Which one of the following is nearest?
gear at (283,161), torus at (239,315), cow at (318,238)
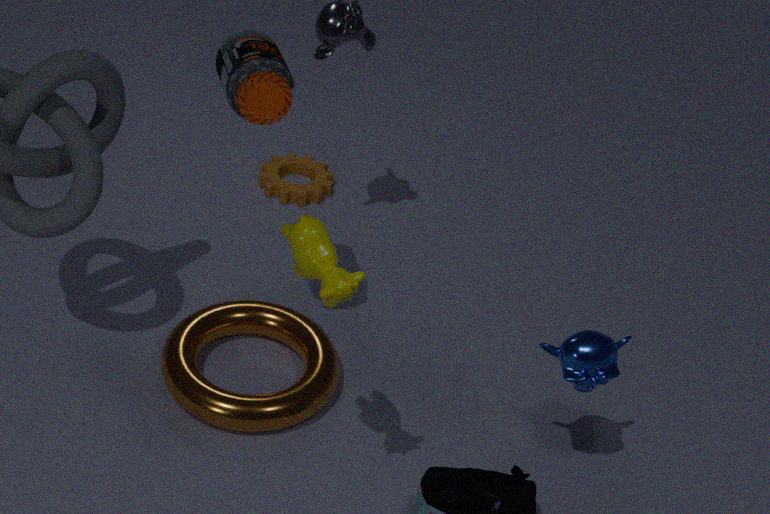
cow at (318,238)
